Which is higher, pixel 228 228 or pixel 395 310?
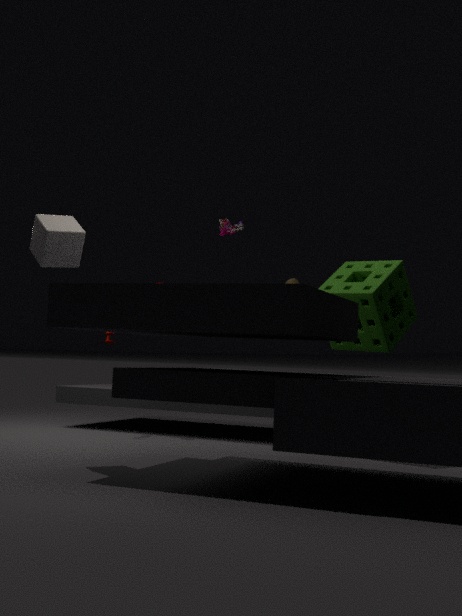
pixel 228 228
